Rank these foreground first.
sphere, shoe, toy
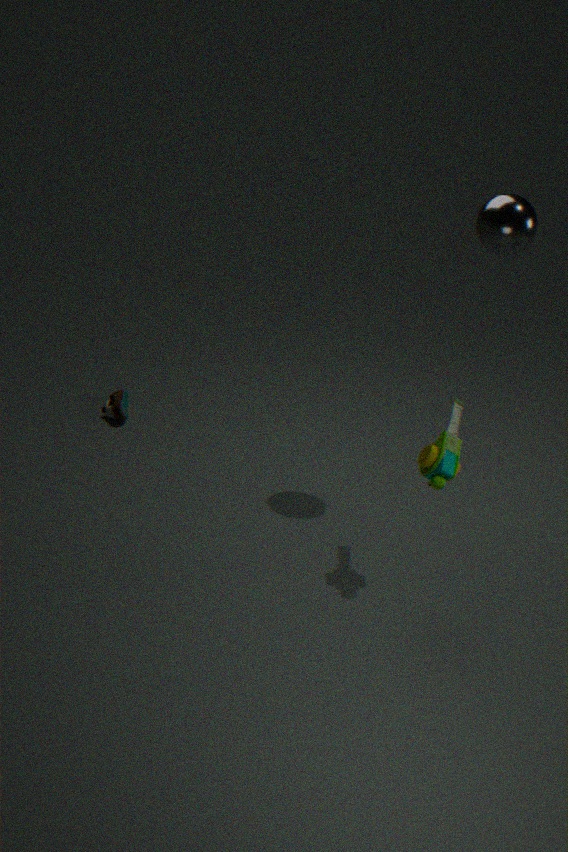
toy, sphere, shoe
